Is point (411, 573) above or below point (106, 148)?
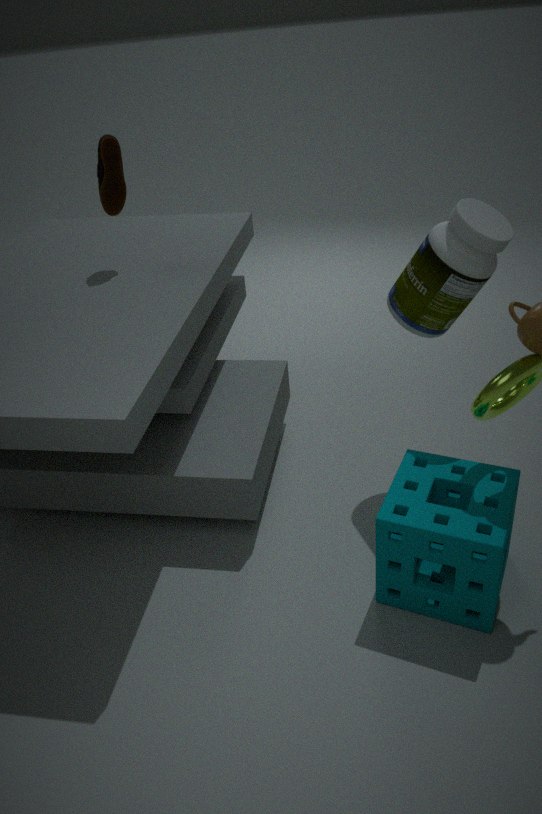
below
